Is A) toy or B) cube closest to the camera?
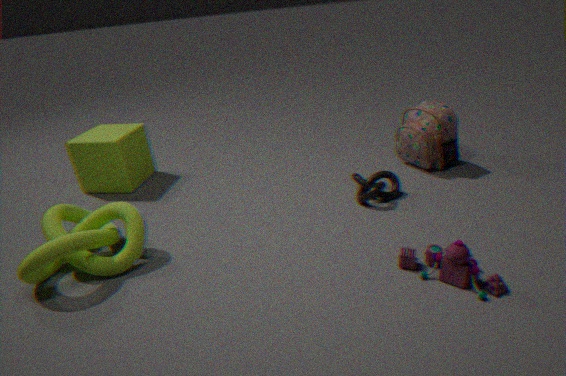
A. toy
